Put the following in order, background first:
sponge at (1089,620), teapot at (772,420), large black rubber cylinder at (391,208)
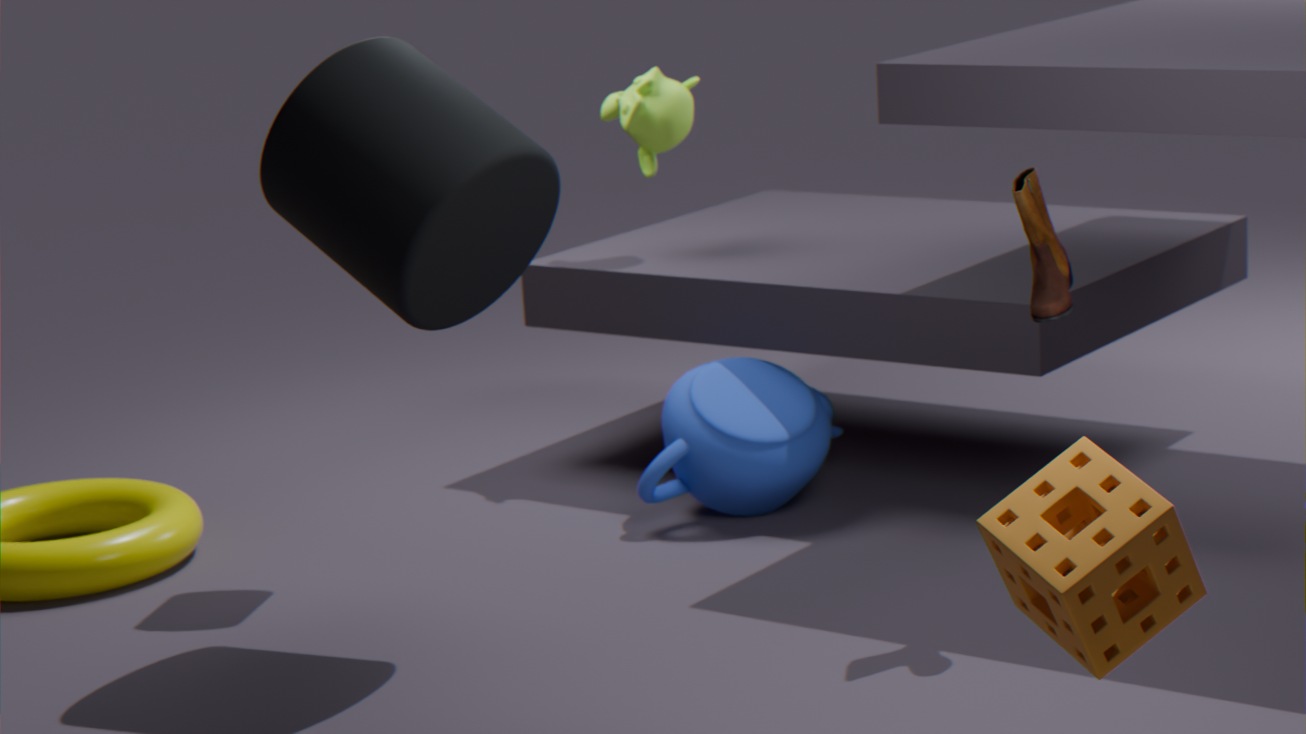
teapot at (772,420)
large black rubber cylinder at (391,208)
sponge at (1089,620)
